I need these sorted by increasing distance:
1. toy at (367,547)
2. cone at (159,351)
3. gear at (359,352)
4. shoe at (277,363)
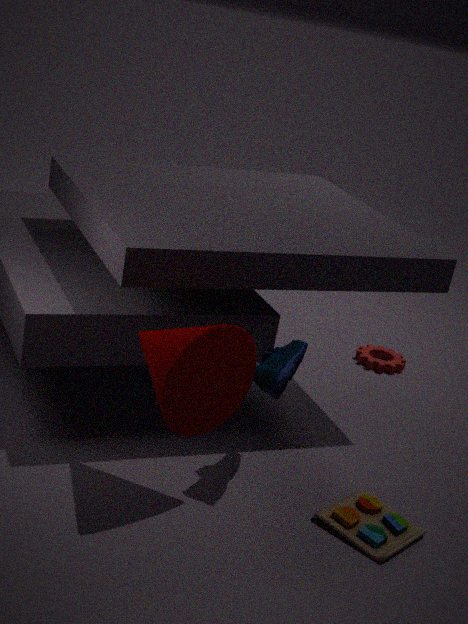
cone at (159,351) < toy at (367,547) < shoe at (277,363) < gear at (359,352)
